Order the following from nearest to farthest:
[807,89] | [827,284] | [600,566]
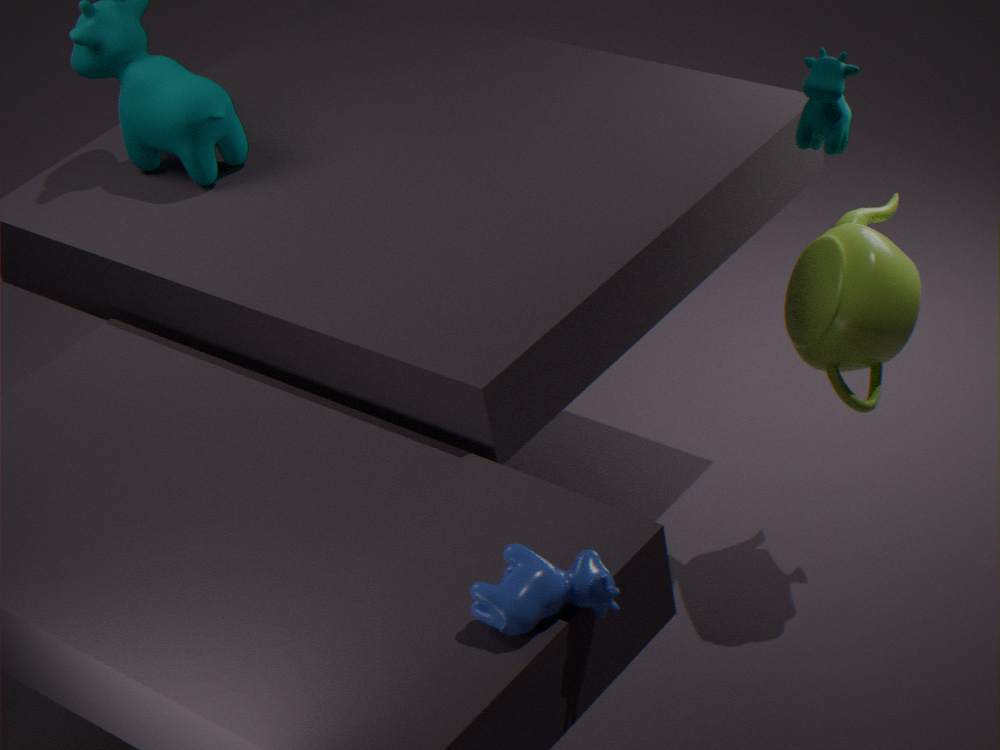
1. [600,566]
2. [807,89]
3. [827,284]
